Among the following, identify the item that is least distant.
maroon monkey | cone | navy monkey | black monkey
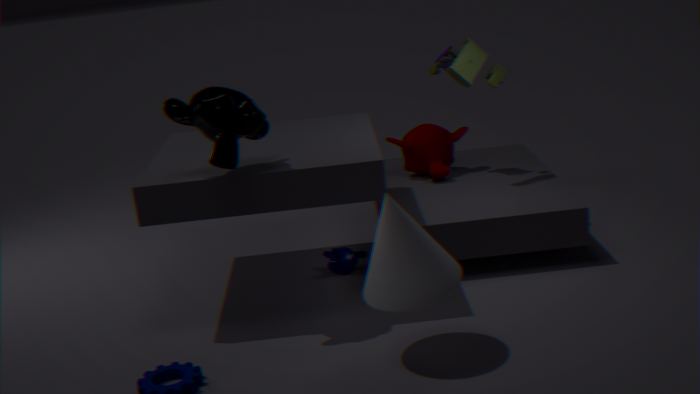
cone
